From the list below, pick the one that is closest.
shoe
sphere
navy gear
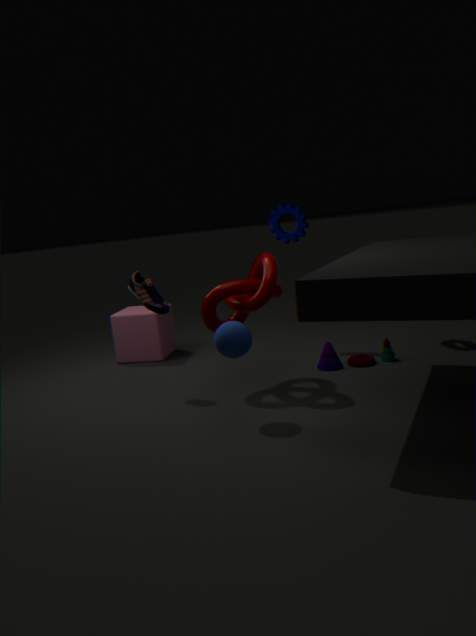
sphere
